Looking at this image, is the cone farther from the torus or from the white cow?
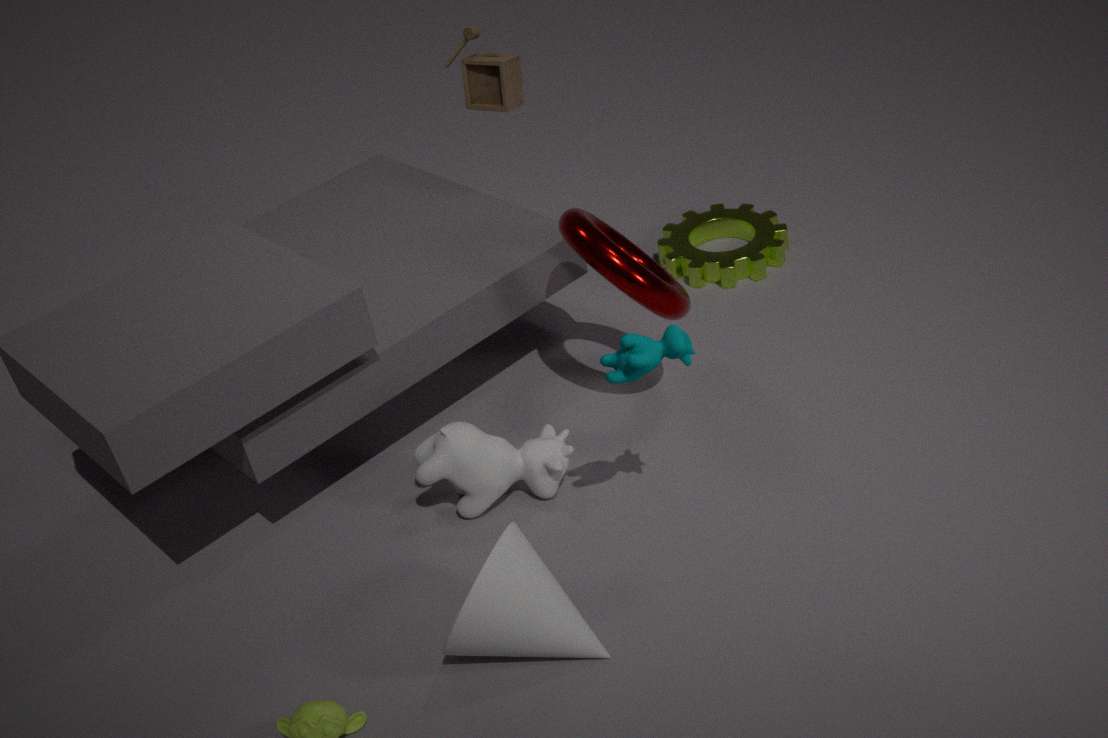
the torus
